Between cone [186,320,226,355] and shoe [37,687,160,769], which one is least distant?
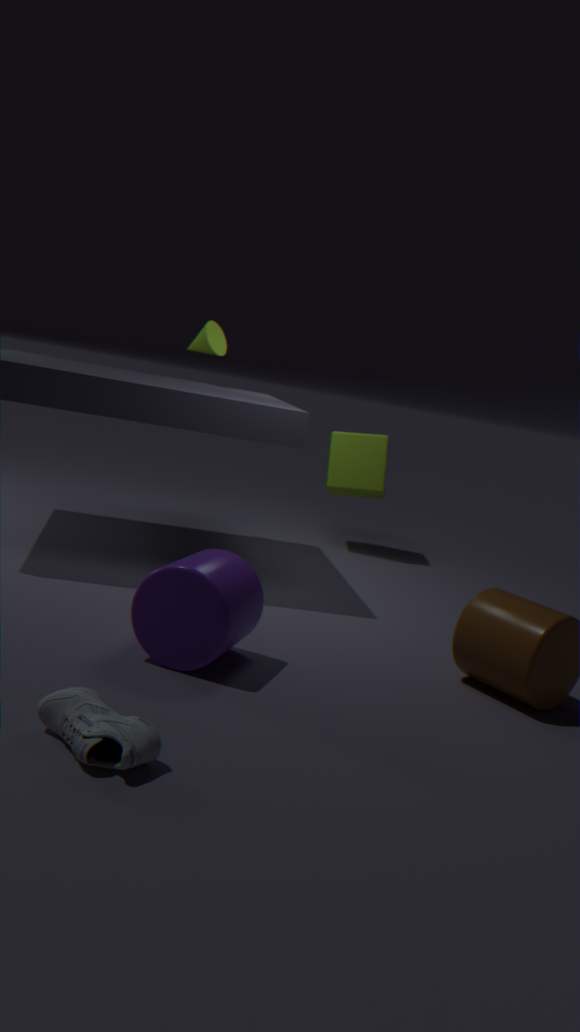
shoe [37,687,160,769]
